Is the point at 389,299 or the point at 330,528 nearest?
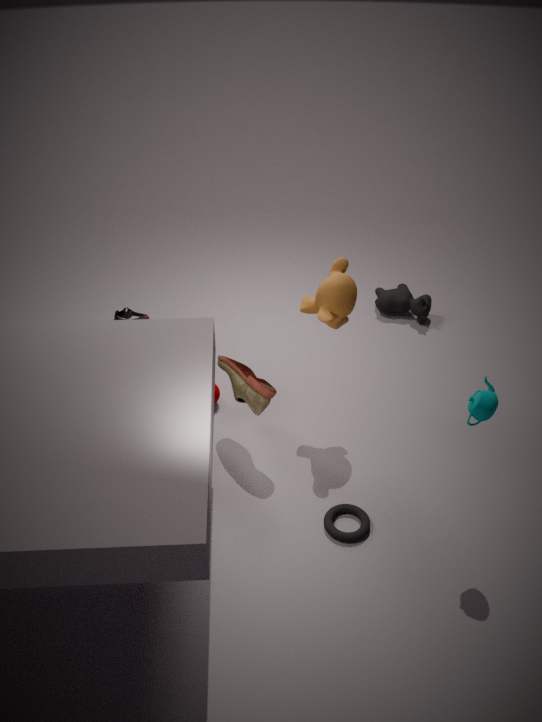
the point at 330,528
